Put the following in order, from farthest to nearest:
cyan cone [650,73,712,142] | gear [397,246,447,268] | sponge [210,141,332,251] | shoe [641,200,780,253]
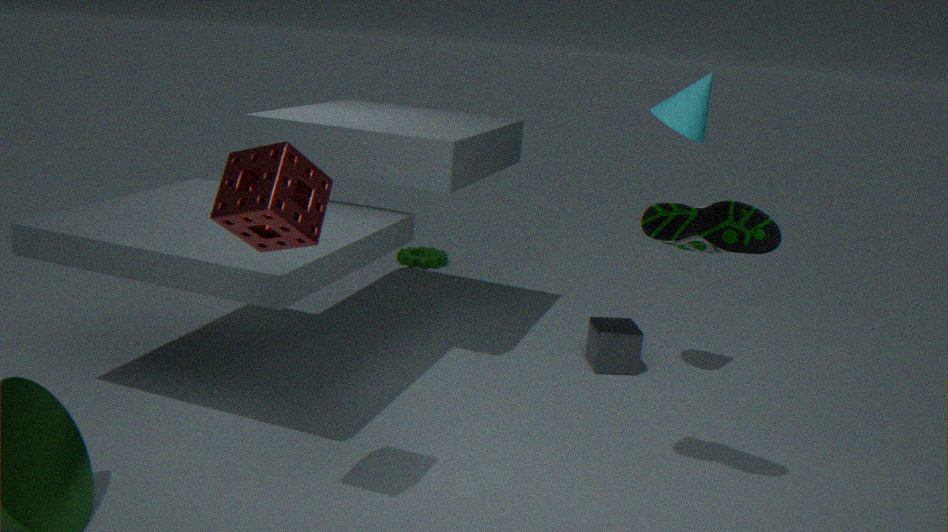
gear [397,246,447,268], cyan cone [650,73,712,142], shoe [641,200,780,253], sponge [210,141,332,251]
